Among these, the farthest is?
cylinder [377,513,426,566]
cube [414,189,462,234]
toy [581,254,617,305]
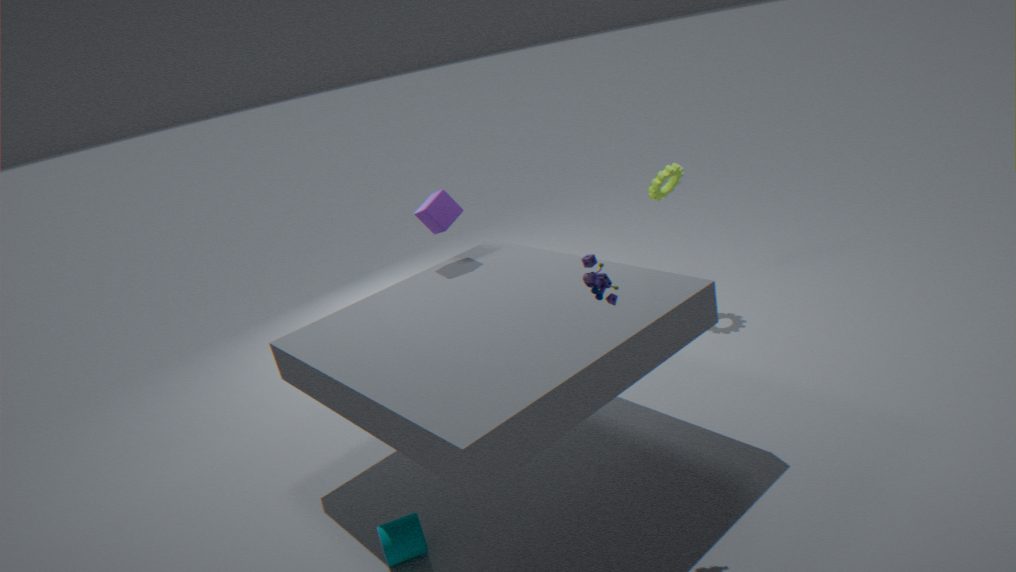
cube [414,189,462,234]
